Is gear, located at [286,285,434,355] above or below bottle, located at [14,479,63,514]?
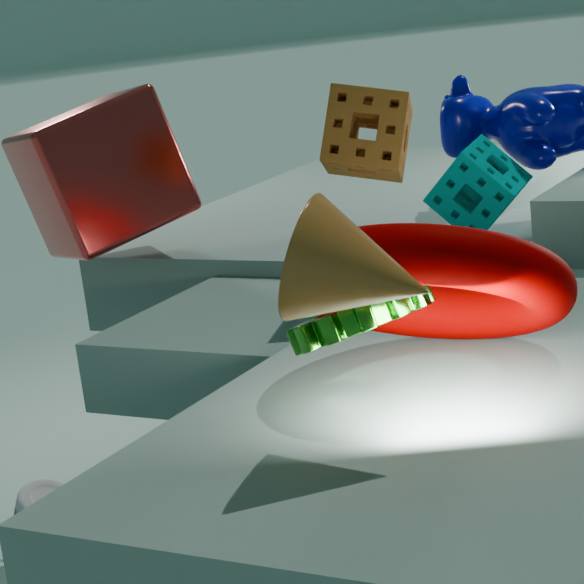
above
